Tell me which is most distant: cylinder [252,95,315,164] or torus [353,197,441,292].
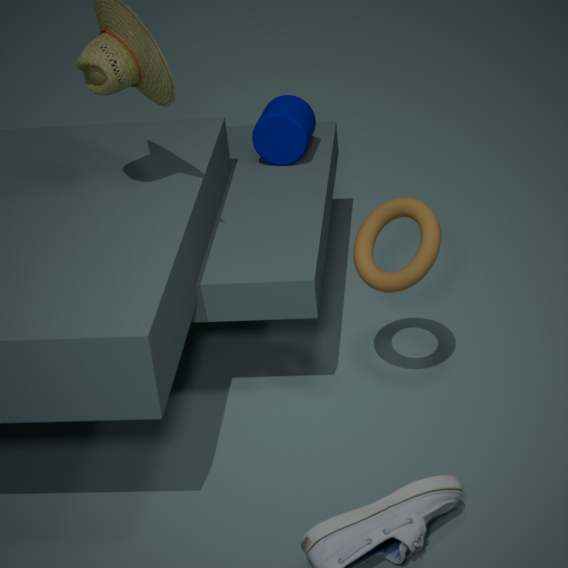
cylinder [252,95,315,164]
